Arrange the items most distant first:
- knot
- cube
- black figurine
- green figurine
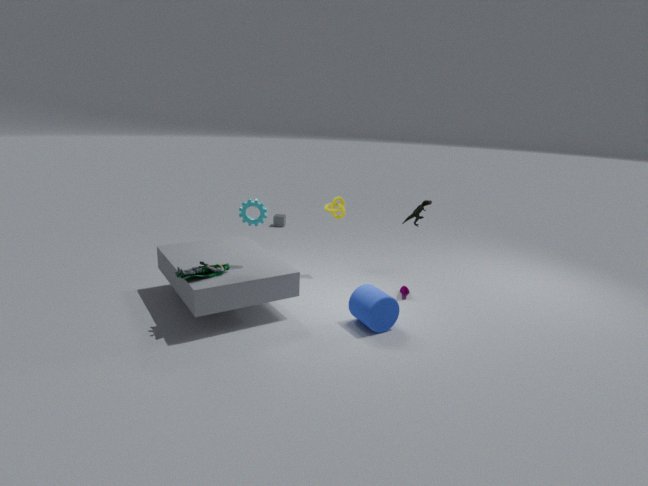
cube
knot
black figurine
green figurine
